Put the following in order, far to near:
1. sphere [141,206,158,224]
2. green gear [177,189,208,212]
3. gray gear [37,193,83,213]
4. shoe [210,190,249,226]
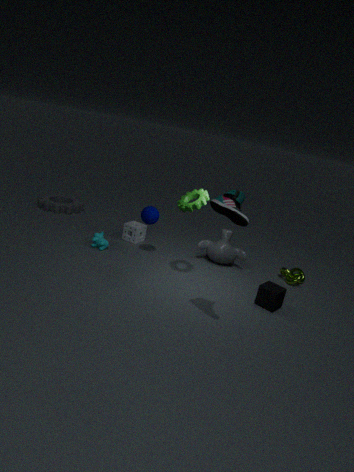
1. gray gear [37,193,83,213]
2. sphere [141,206,158,224]
3. green gear [177,189,208,212]
4. shoe [210,190,249,226]
